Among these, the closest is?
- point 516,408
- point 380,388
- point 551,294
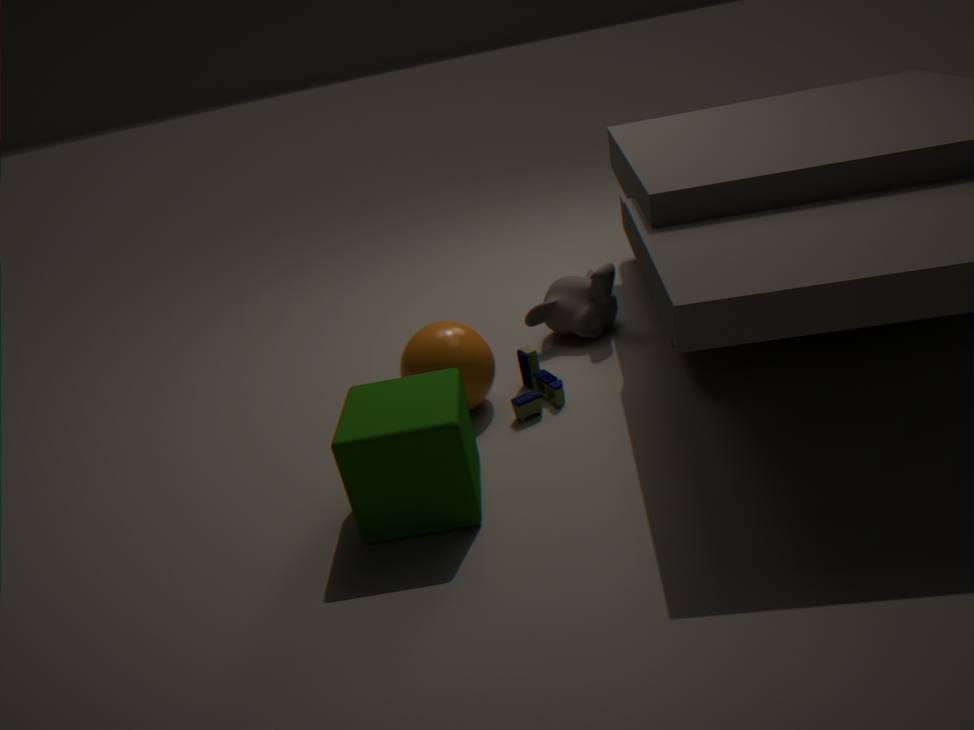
point 380,388
